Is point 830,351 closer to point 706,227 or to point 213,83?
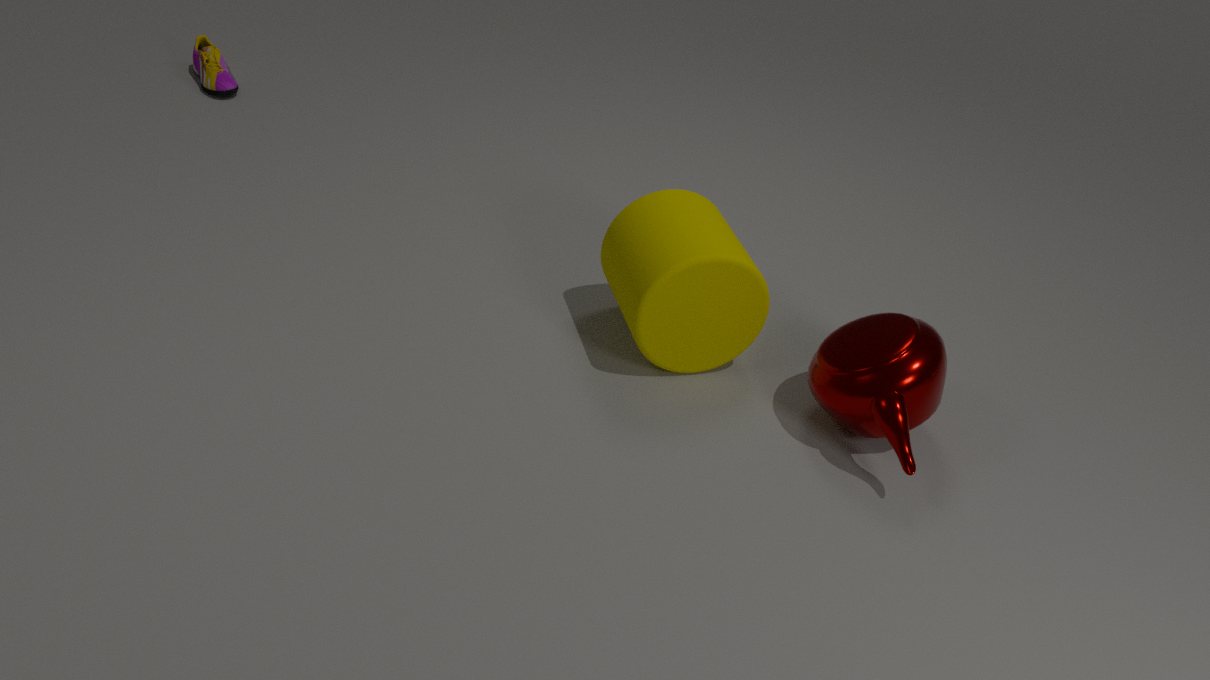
point 706,227
